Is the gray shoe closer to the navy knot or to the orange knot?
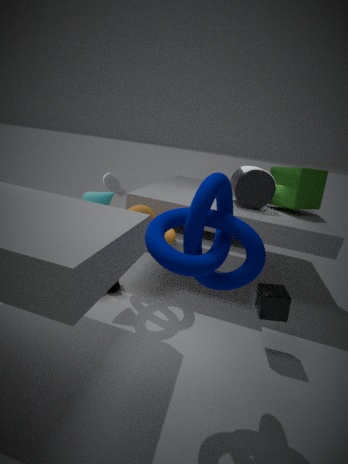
the orange knot
